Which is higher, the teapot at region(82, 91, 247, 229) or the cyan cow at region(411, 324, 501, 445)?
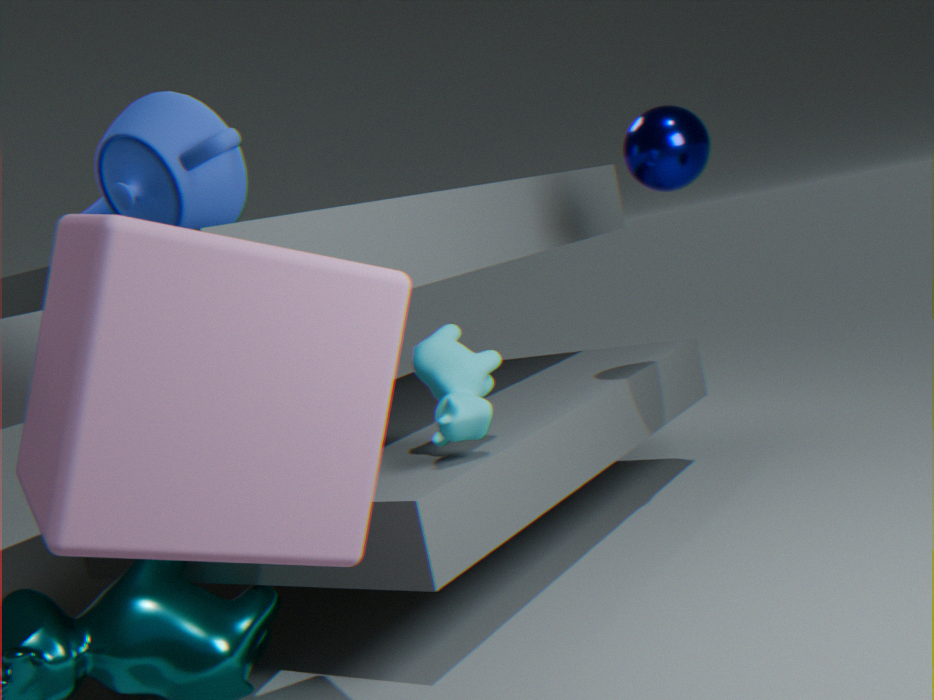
the teapot at region(82, 91, 247, 229)
